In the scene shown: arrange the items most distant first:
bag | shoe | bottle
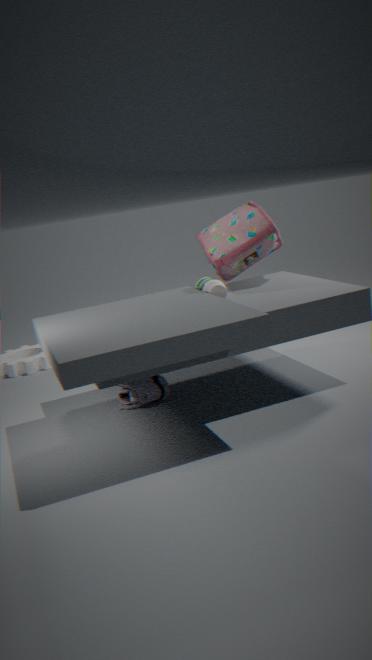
bag → shoe → bottle
